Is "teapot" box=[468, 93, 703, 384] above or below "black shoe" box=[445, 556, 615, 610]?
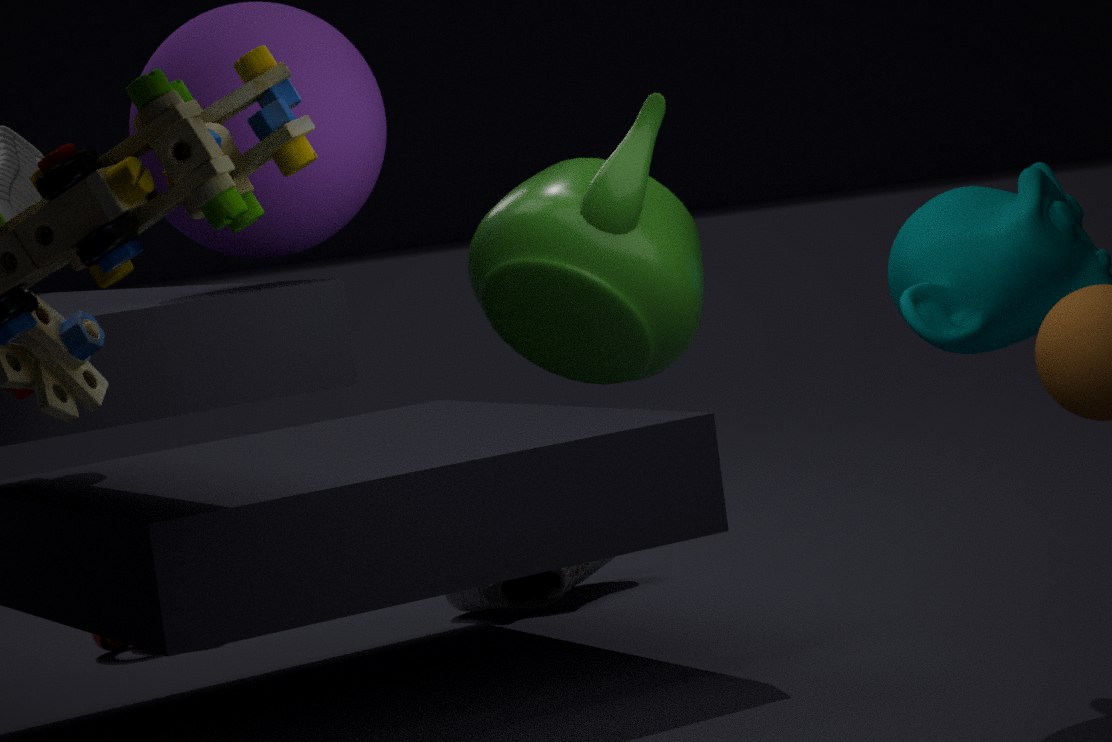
above
